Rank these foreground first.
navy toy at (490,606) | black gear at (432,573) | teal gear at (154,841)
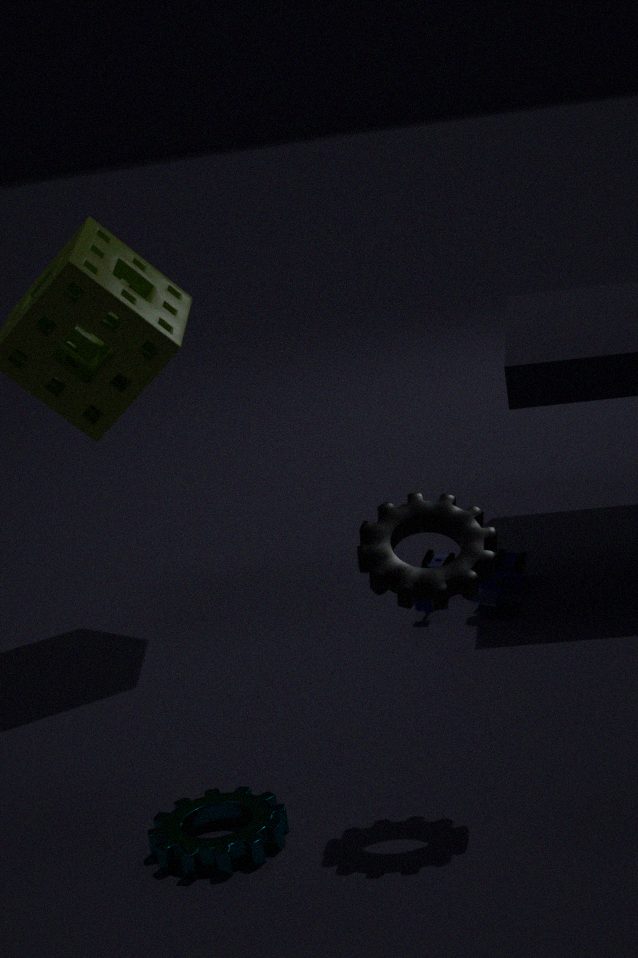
1. black gear at (432,573)
2. teal gear at (154,841)
3. navy toy at (490,606)
